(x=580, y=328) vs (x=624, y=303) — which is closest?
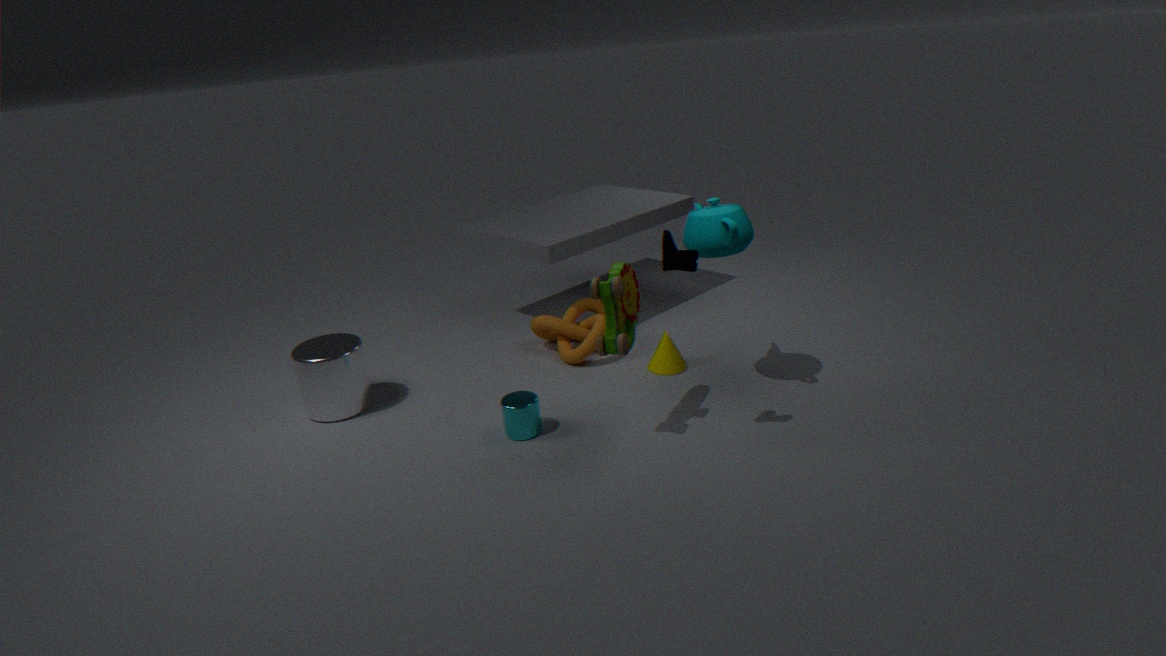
(x=624, y=303)
